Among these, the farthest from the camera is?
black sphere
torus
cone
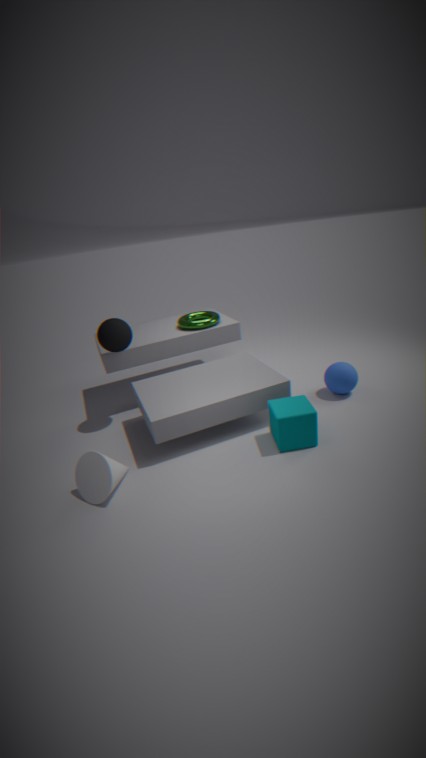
torus
